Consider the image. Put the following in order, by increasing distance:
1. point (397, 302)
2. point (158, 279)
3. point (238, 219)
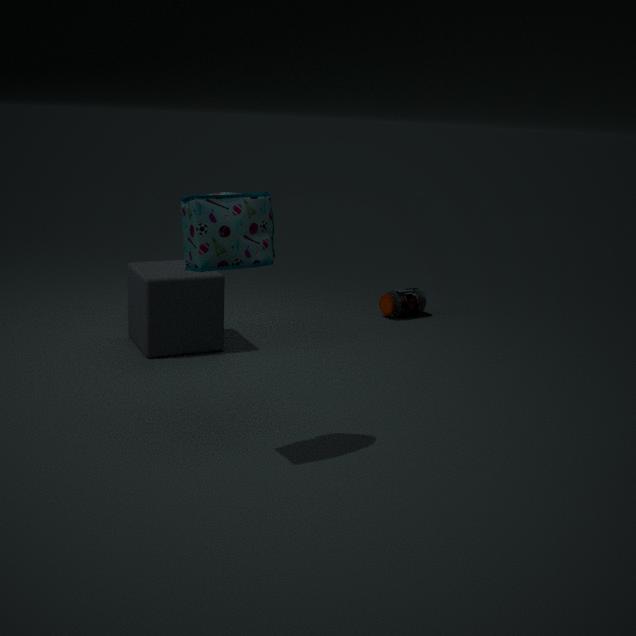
point (238, 219), point (158, 279), point (397, 302)
